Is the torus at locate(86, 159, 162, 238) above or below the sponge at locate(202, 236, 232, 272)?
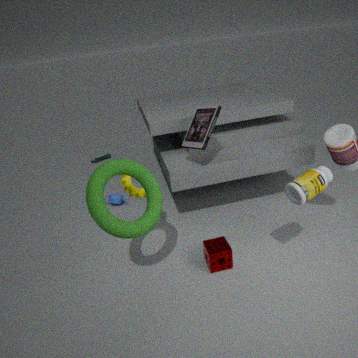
above
